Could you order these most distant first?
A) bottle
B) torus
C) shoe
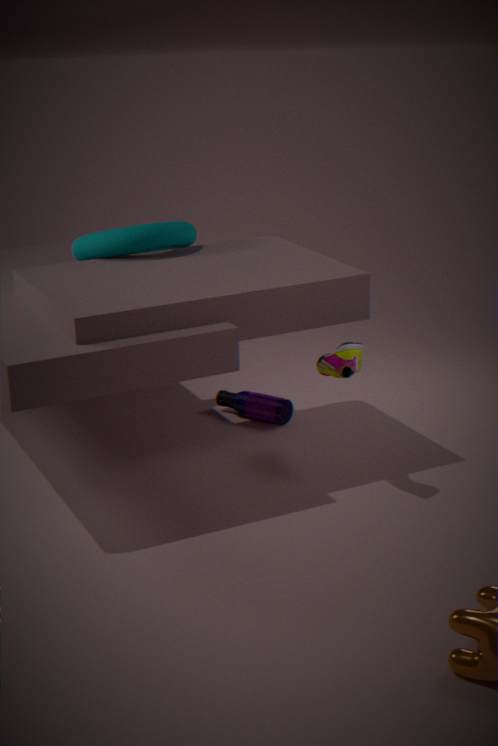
bottle
torus
shoe
